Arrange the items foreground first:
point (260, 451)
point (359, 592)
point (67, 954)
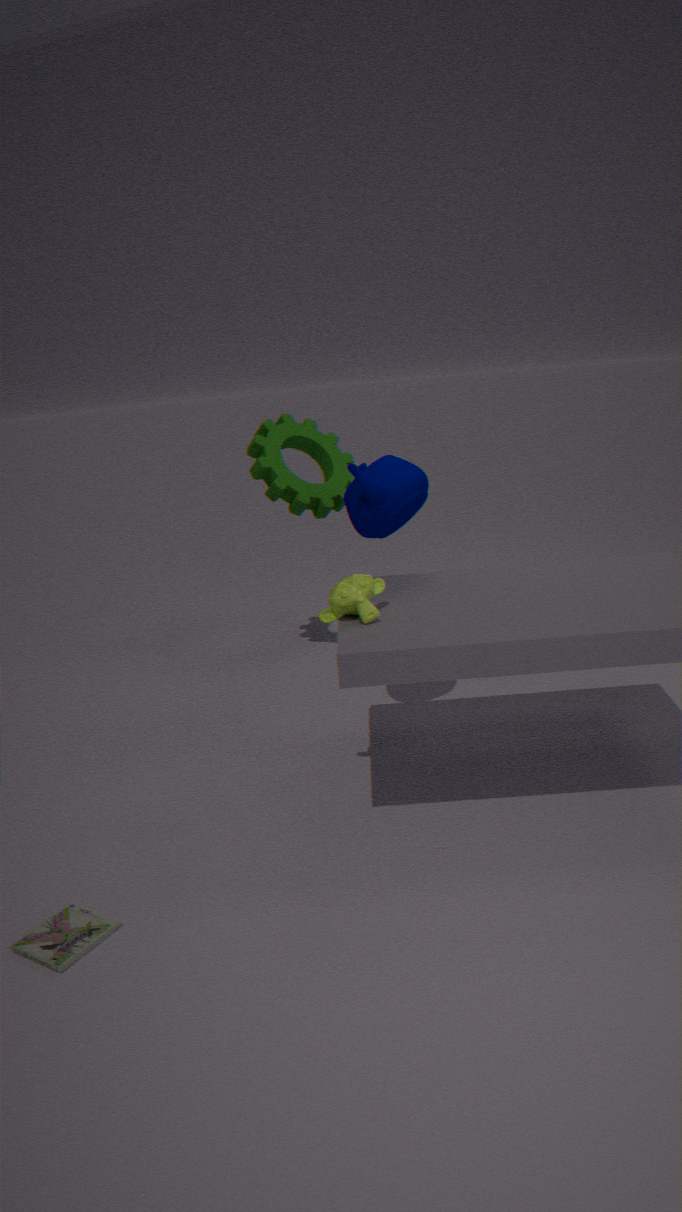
point (67, 954) → point (359, 592) → point (260, 451)
